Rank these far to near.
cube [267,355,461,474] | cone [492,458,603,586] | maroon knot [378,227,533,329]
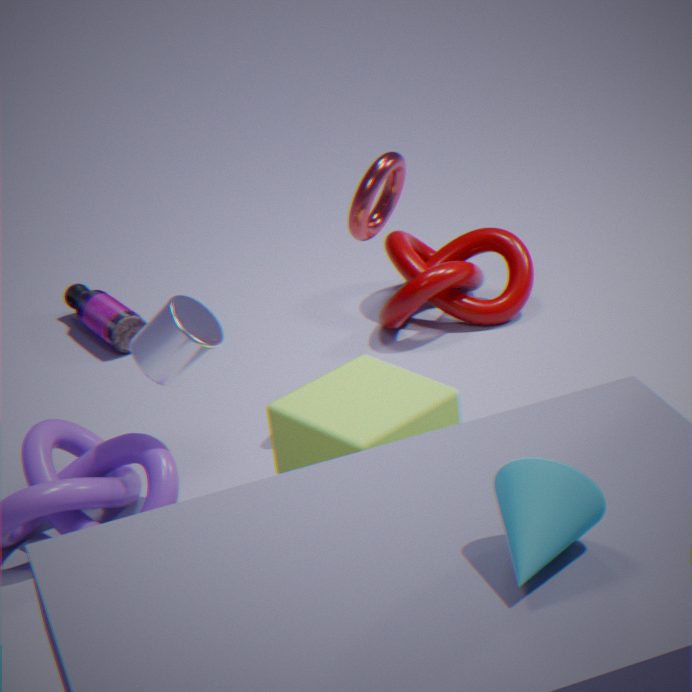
maroon knot [378,227,533,329]
cube [267,355,461,474]
cone [492,458,603,586]
